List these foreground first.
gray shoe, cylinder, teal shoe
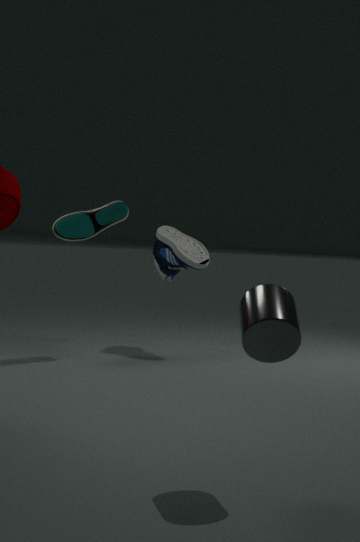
1. cylinder
2. teal shoe
3. gray shoe
